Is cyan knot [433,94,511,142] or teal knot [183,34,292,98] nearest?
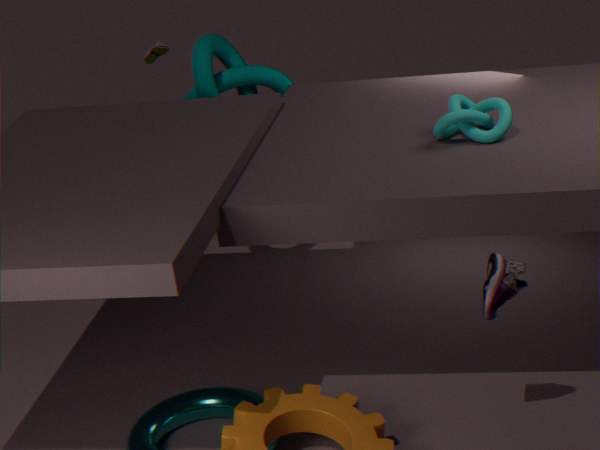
cyan knot [433,94,511,142]
